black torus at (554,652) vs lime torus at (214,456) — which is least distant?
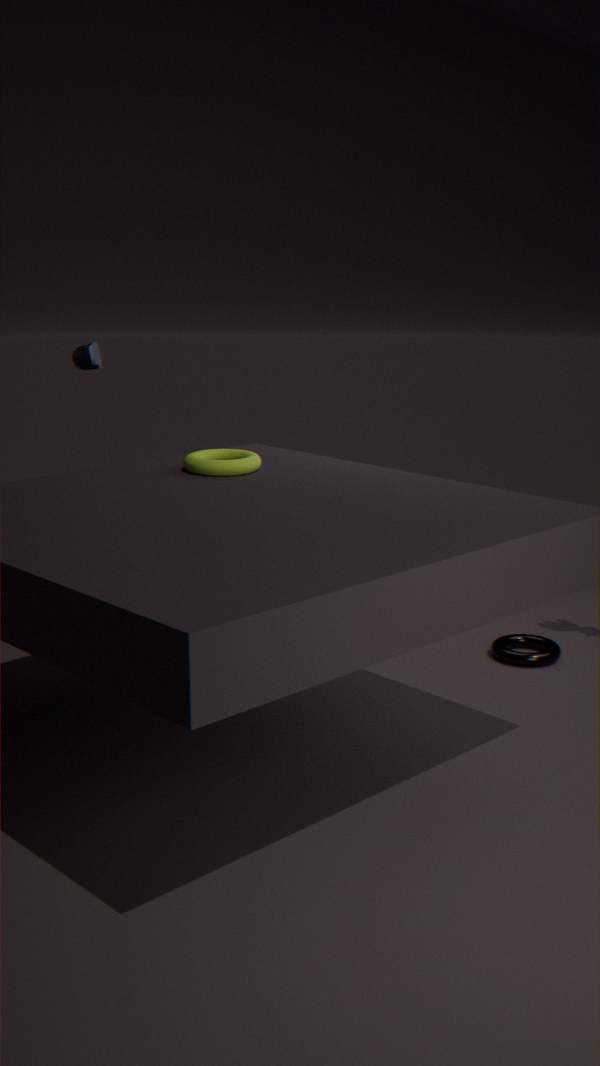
lime torus at (214,456)
